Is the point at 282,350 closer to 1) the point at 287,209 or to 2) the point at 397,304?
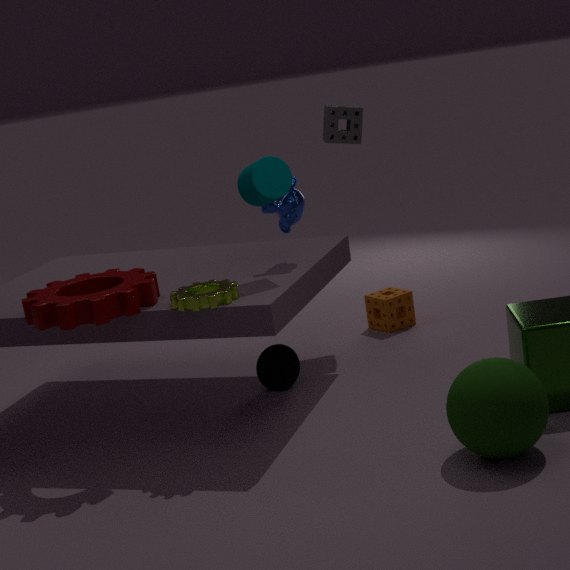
1) the point at 287,209
